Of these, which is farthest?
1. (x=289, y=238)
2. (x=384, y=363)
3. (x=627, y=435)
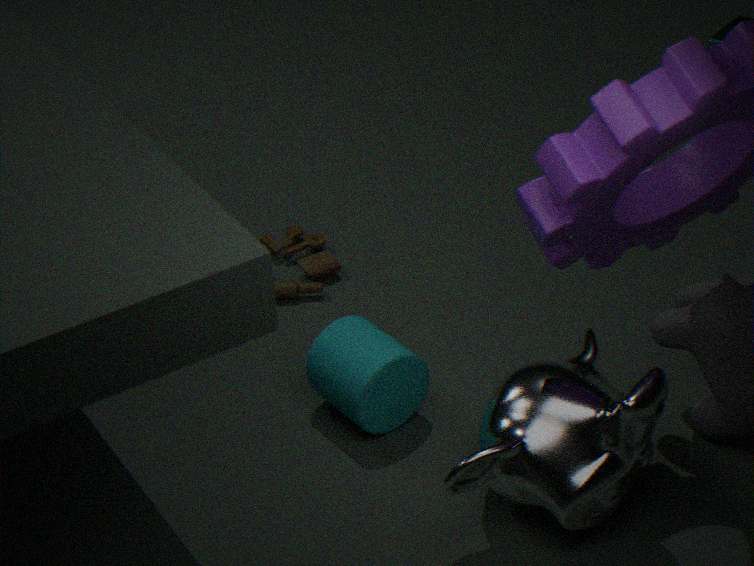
(x=289, y=238)
